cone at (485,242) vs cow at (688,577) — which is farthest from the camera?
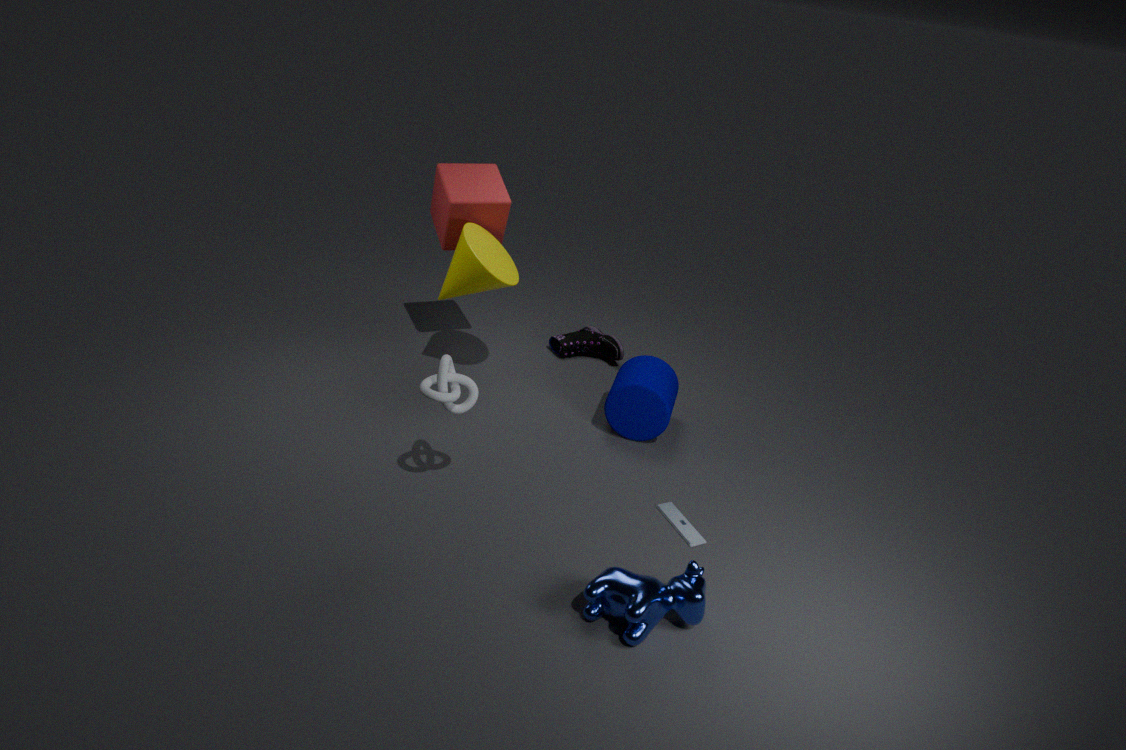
cone at (485,242)
